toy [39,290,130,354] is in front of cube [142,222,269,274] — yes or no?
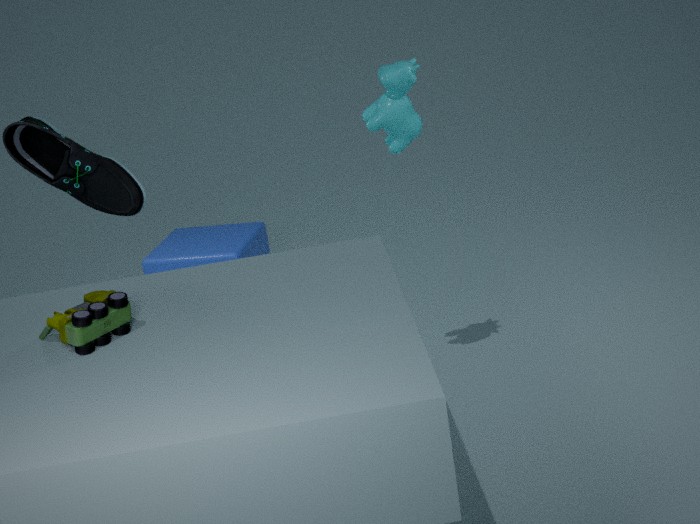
Yes
